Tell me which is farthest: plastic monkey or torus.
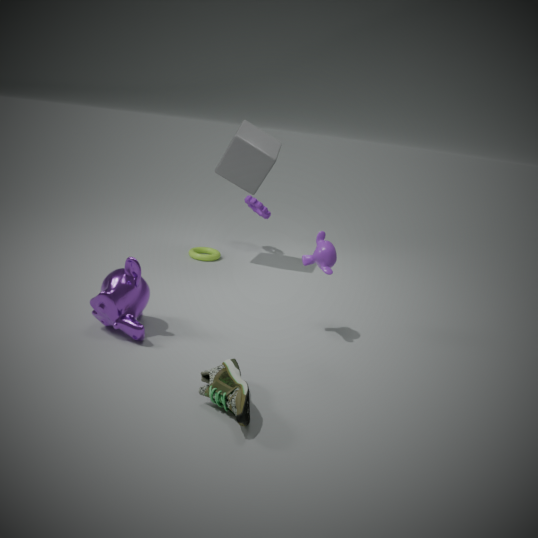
torus
